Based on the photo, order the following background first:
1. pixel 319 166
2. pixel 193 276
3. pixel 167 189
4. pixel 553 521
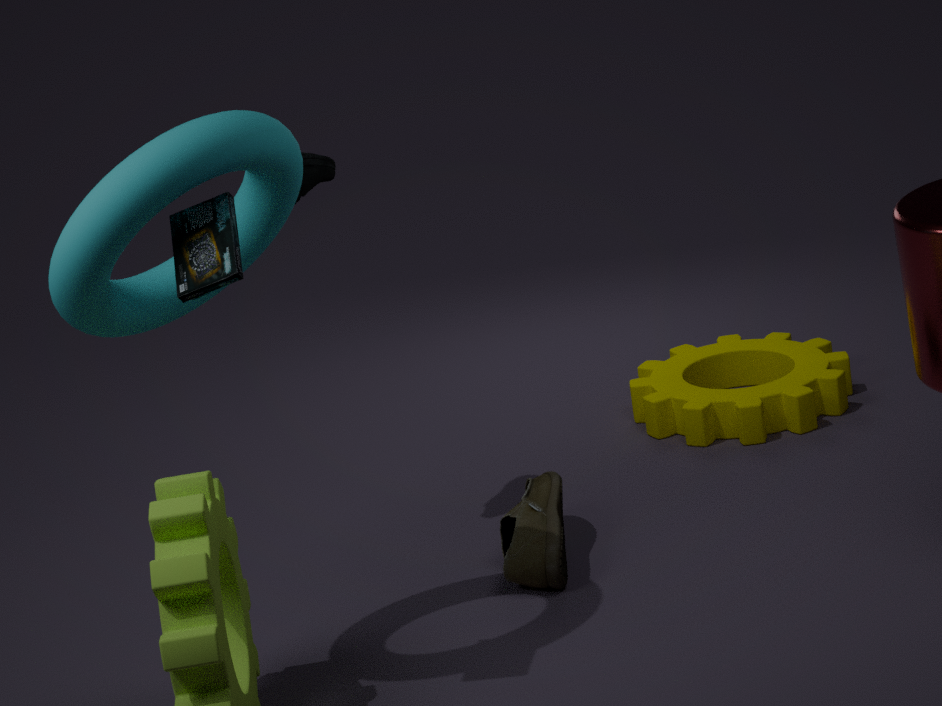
pixel 319 166 < pixel 553 521 < pixel 193 276 < pixel 167 189
